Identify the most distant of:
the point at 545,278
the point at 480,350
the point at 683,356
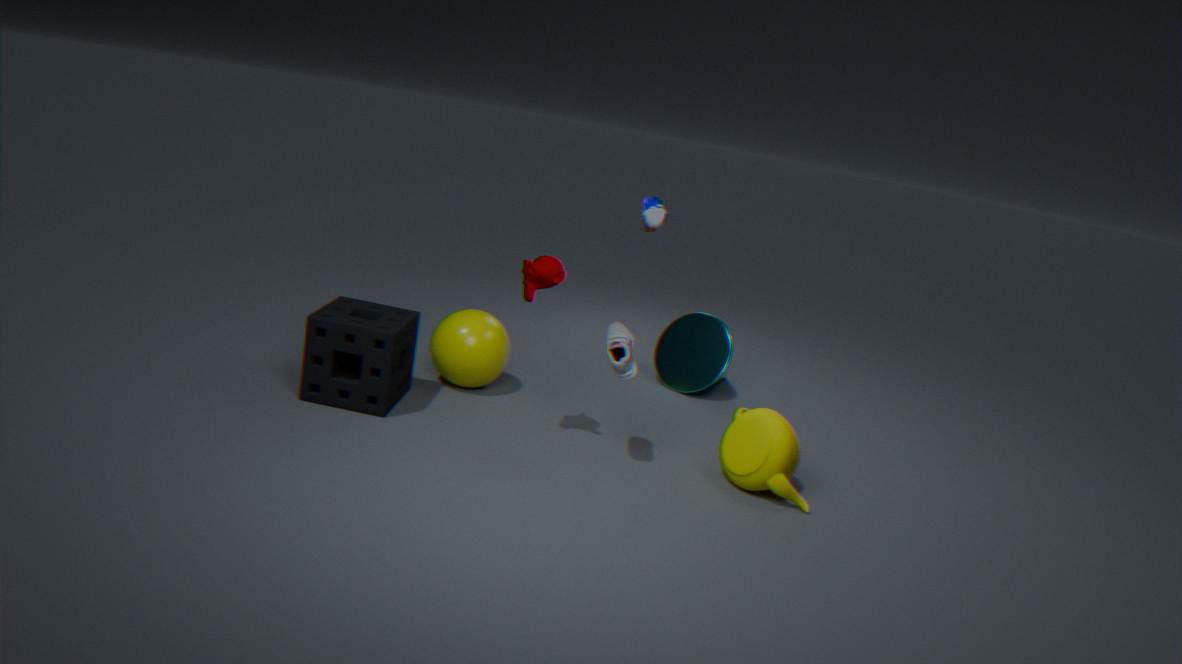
the point at 683,356
